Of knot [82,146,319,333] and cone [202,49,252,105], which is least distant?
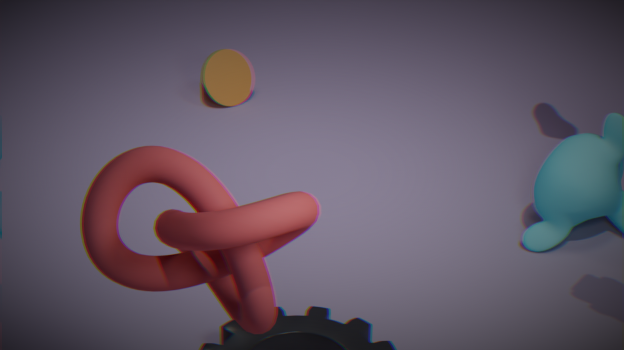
knot [82,146,319,333]
